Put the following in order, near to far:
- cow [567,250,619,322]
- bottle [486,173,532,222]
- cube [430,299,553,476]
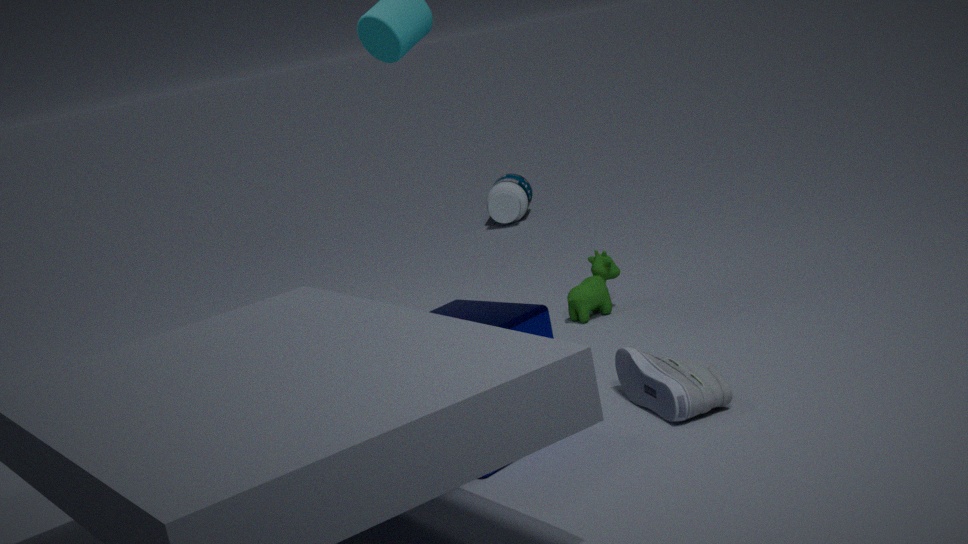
cube [430,299,553,476] < cow [567,250,619,322] < bottle [486,173,532,222]
